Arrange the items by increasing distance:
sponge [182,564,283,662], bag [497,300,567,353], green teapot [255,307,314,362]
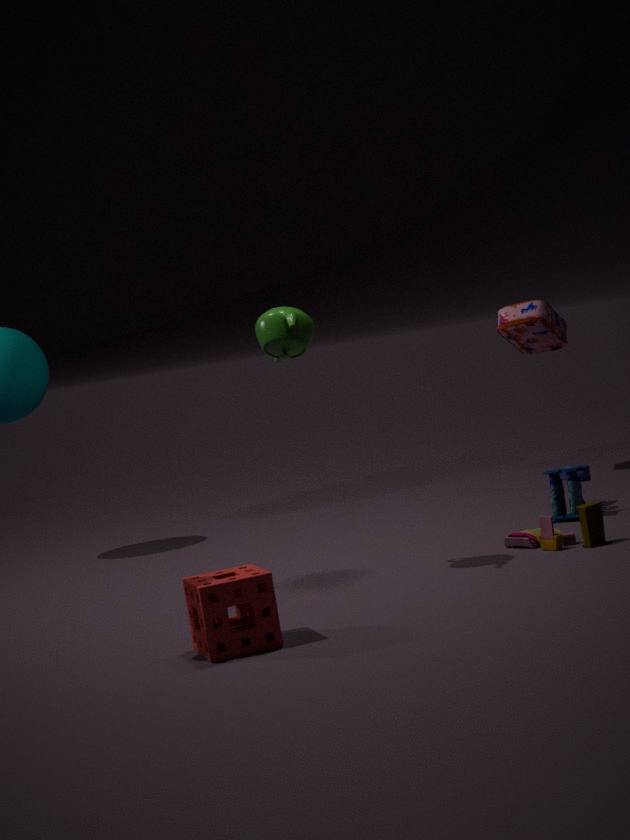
sponge [182,564,283,662] < green teapot [255,307,314,362] < bag [497,300,567,353]
